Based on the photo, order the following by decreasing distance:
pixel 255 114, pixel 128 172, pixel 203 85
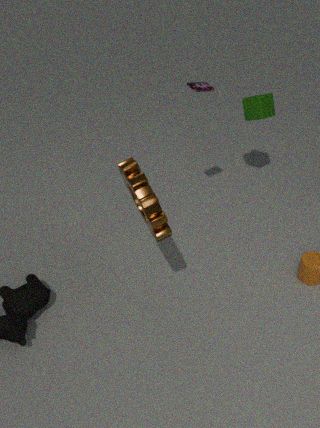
1. pixel 255 114
2. pixel 203 85
3. pixel 128 172
